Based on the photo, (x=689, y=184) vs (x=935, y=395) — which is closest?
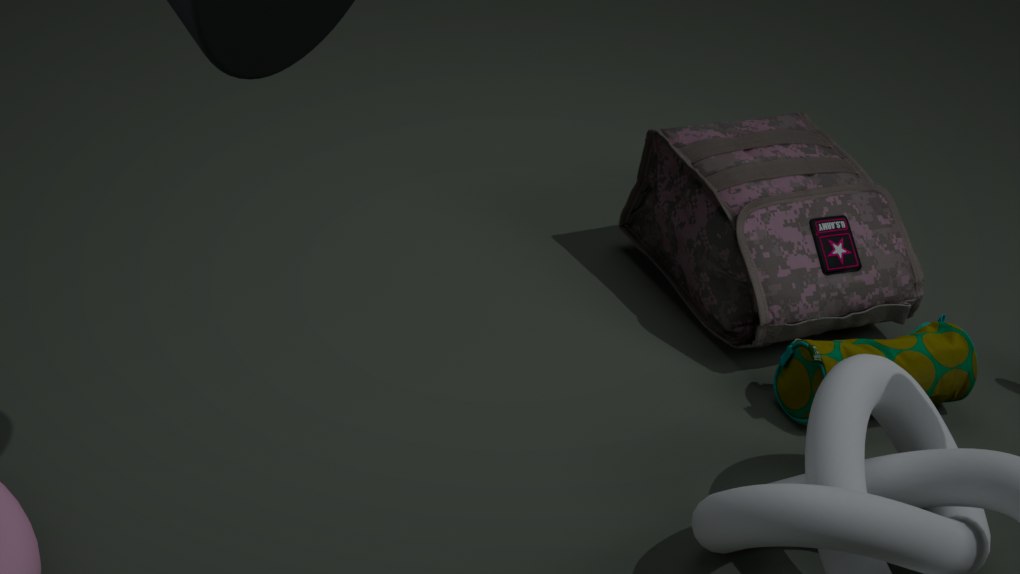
(x=935, y=395)
